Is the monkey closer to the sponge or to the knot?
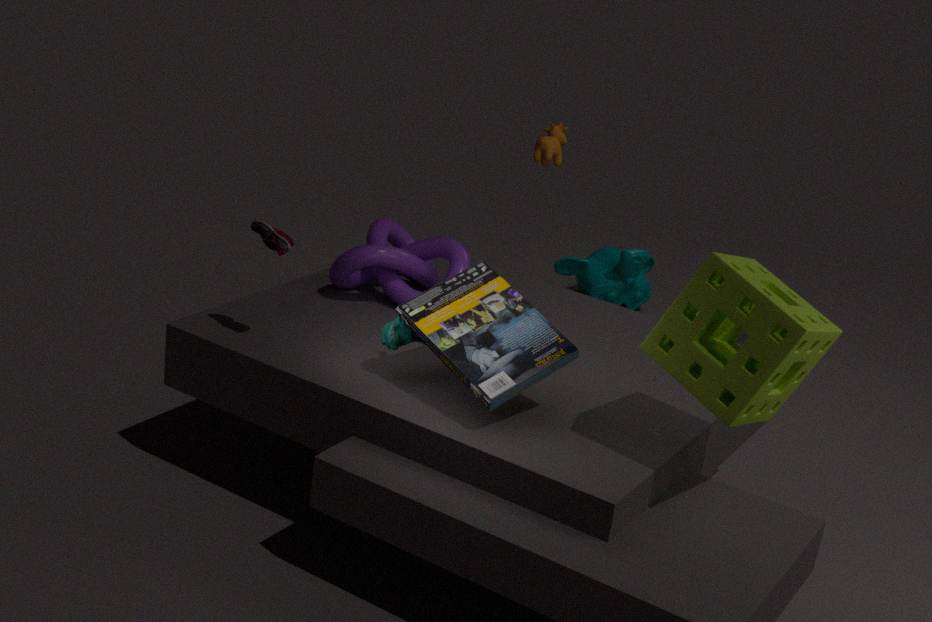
the knot
